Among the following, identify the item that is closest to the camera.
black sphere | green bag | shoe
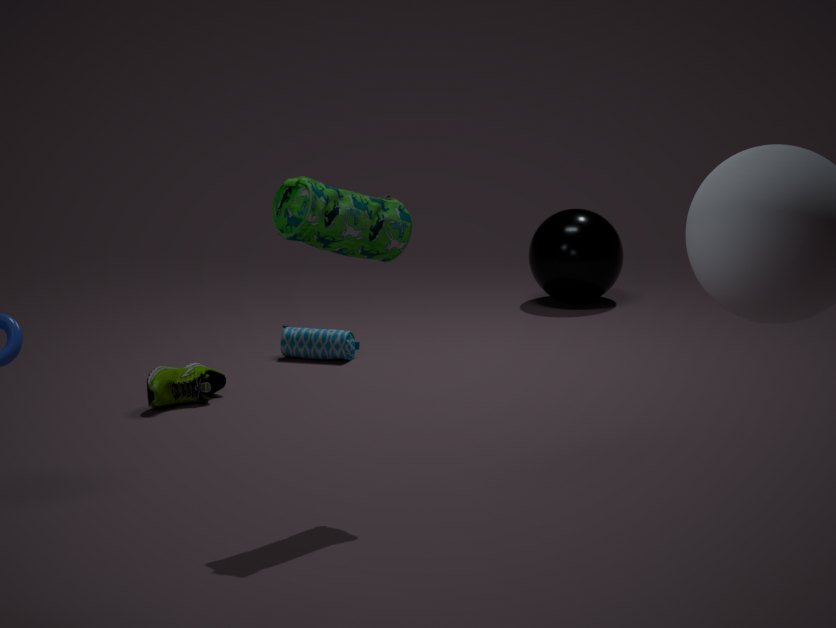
green bag
